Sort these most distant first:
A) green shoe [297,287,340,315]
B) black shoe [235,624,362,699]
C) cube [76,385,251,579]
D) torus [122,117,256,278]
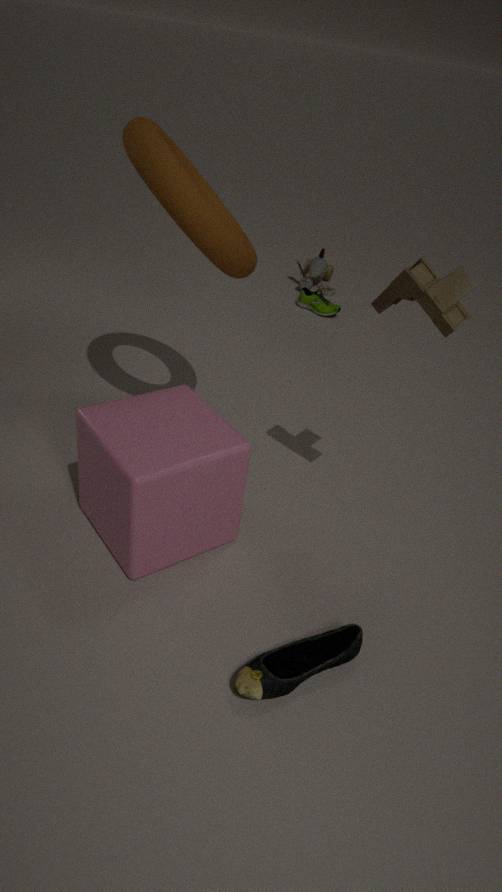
green shoe [297,287,340,315], torus [122,117,256,278], cube [76,385,251,579], black shoe [235,624,362,699]
